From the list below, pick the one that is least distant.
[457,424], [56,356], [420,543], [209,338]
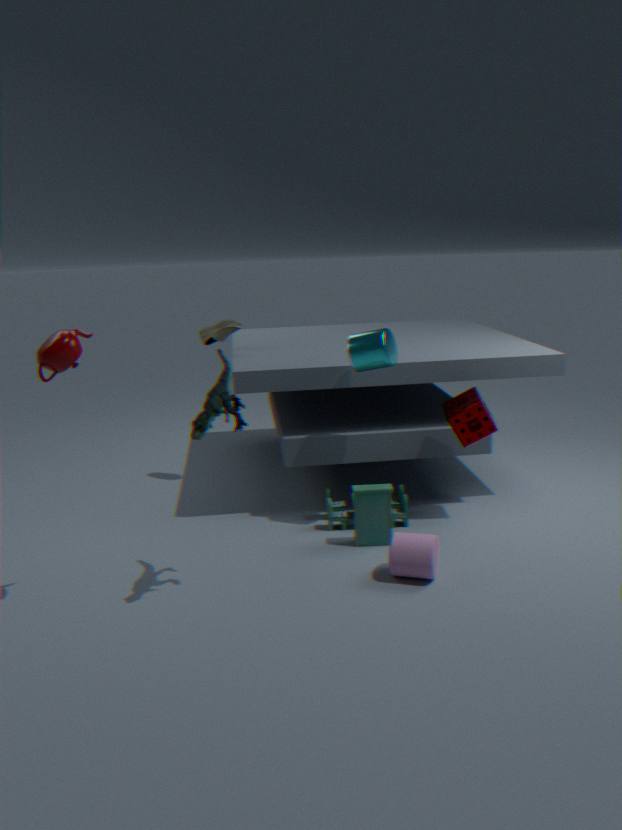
[56,356]
